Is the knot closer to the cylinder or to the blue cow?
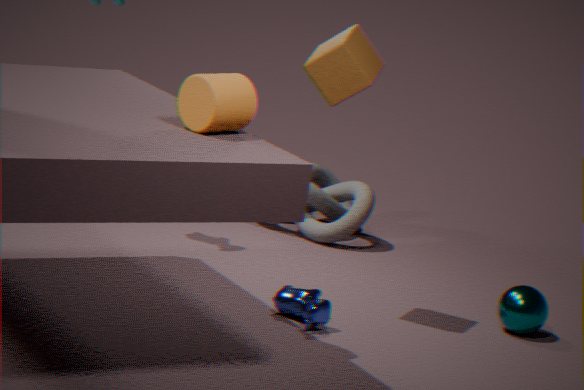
the blue cow
